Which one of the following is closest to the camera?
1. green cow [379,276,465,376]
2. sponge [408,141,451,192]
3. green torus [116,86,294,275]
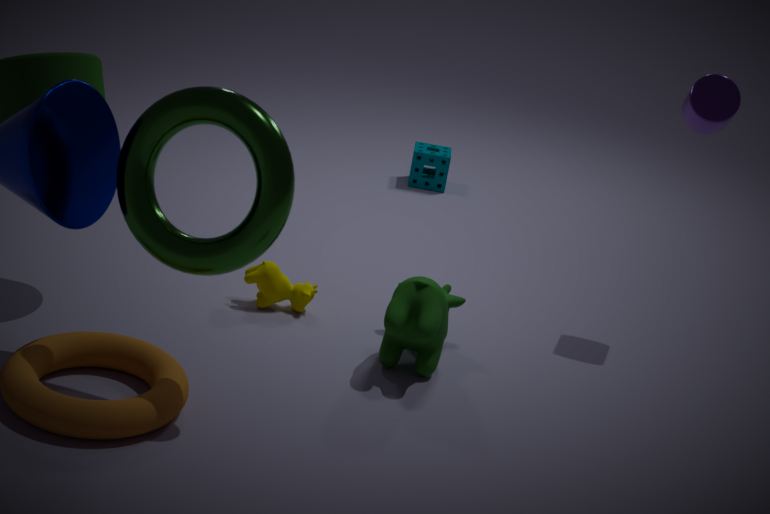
green torus [116,86,294,275]
